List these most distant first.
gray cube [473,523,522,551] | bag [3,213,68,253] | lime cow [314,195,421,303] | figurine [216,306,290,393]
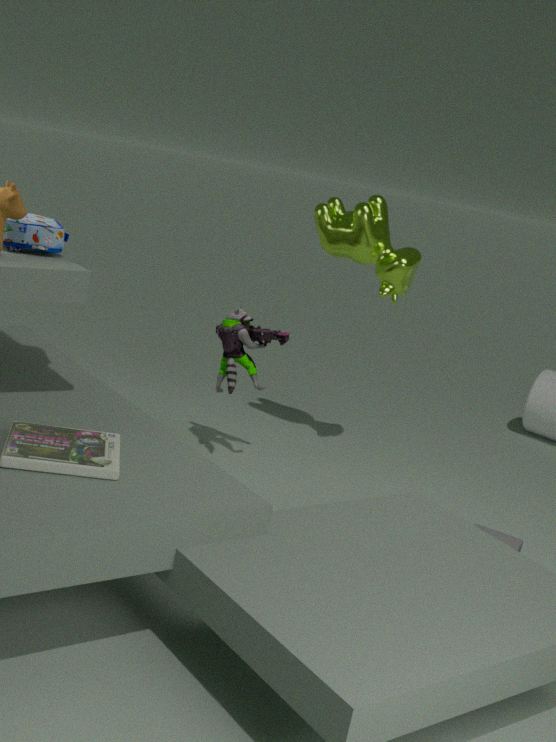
1. lime cow [314,195,421,303]
2. figurine [216,306,290,393]
3. gray cube [473,523,522,551]
4. bag [3,213,68,253]
